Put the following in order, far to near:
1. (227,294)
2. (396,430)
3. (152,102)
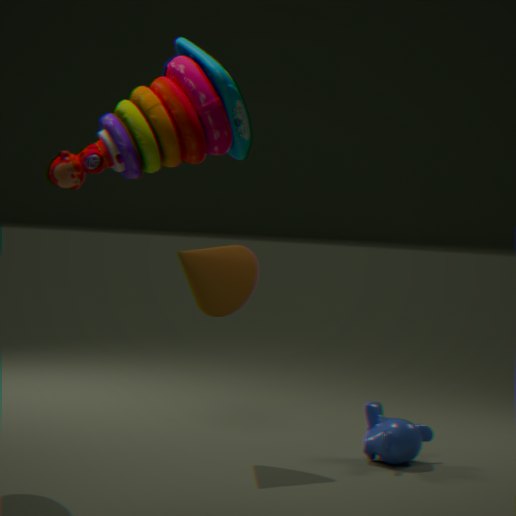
(396,430) < (227,294) < (152,102)
